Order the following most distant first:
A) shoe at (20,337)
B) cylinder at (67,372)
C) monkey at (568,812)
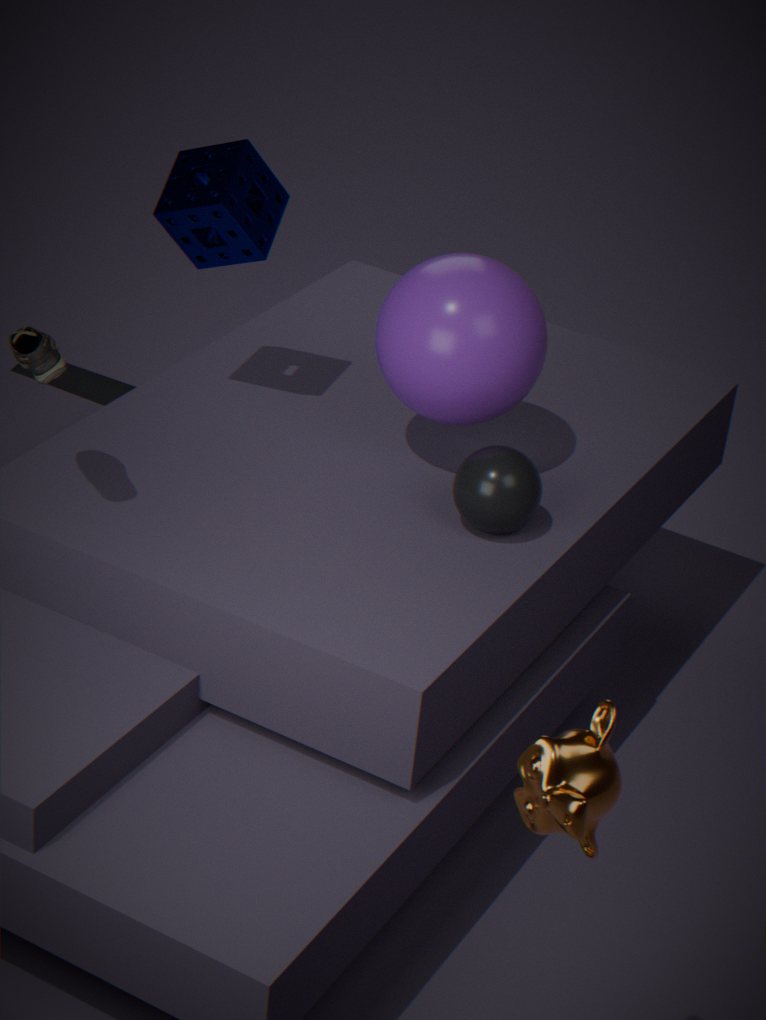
cylinder at (67,372)
shoe at (20,337)
monkey at (568,812)
